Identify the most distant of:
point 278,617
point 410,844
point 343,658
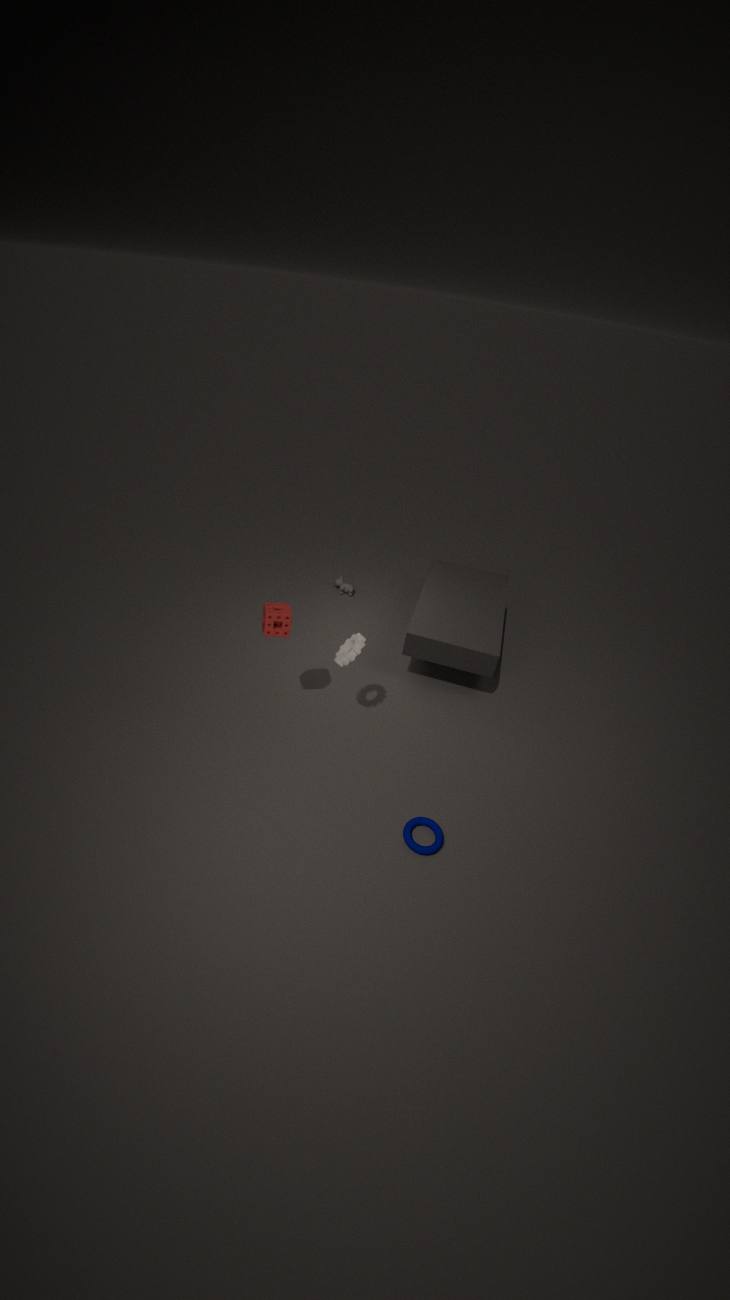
point 343,658
